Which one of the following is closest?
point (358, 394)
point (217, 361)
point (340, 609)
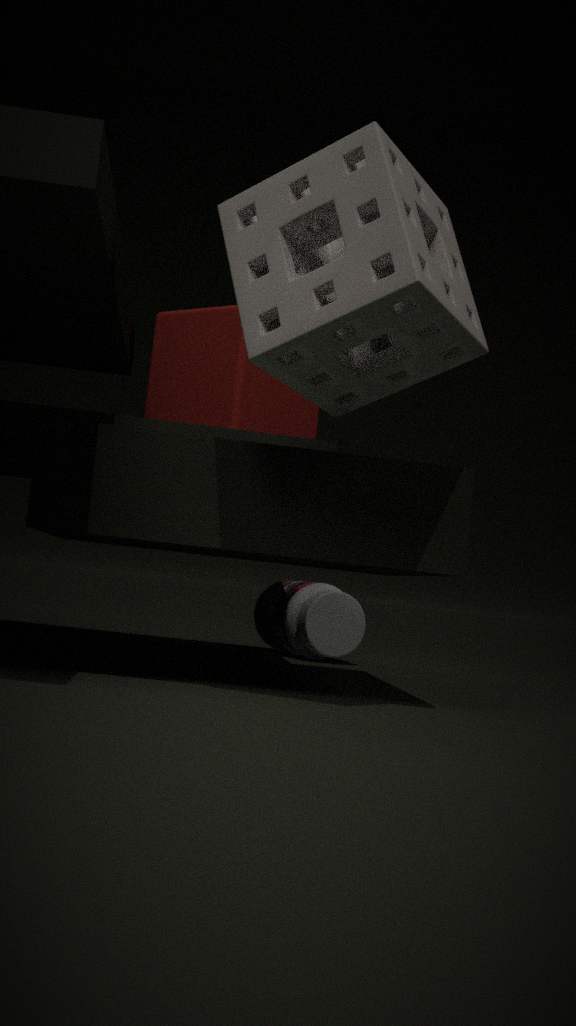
point (358, 394)
